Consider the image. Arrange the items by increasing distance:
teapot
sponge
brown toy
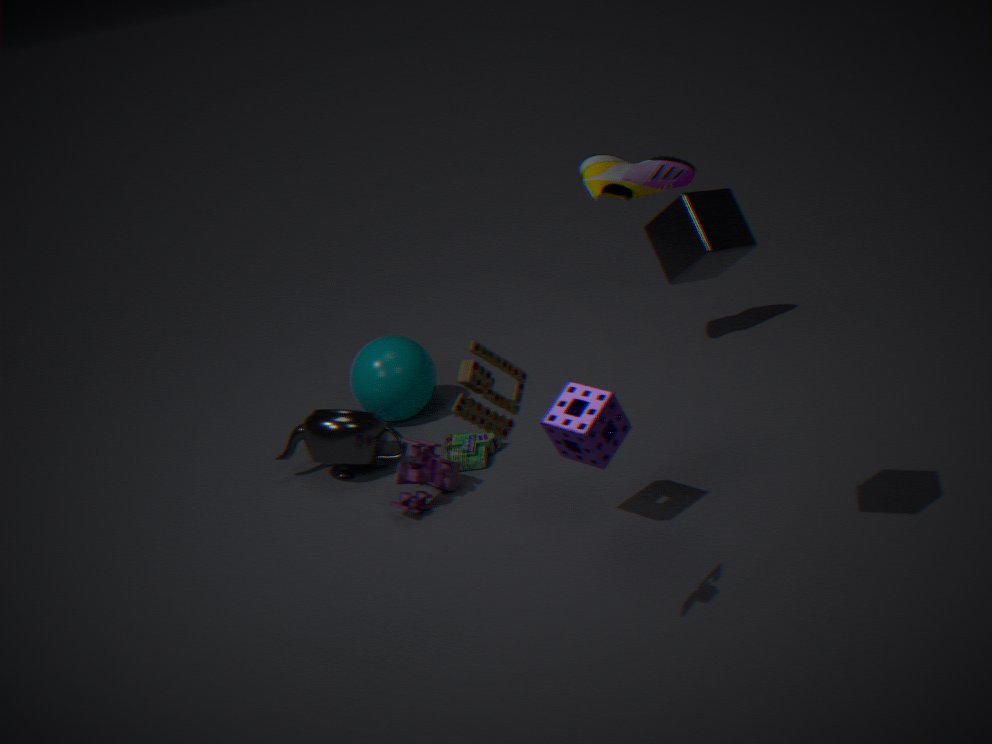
1. brown toy
2. sponge
3. teapot
